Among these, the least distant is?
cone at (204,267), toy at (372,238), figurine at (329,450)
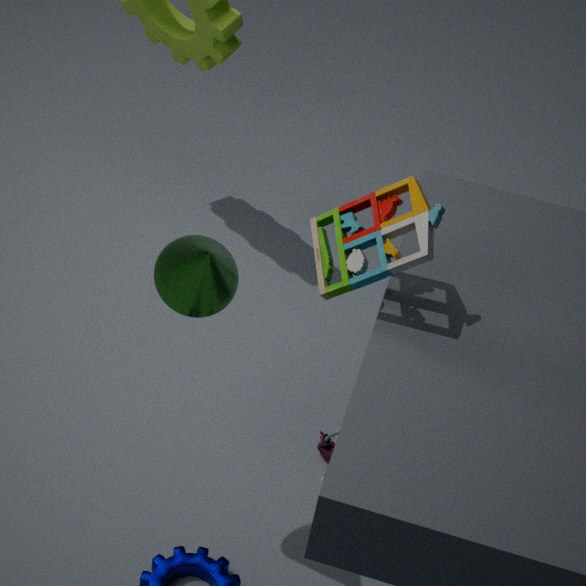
cone at (204,267)
